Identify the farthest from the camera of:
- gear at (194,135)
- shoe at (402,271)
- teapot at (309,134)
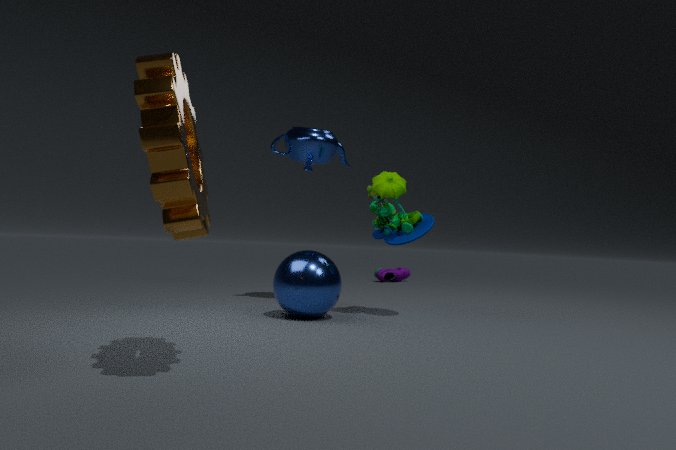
shoe at (402,271)
